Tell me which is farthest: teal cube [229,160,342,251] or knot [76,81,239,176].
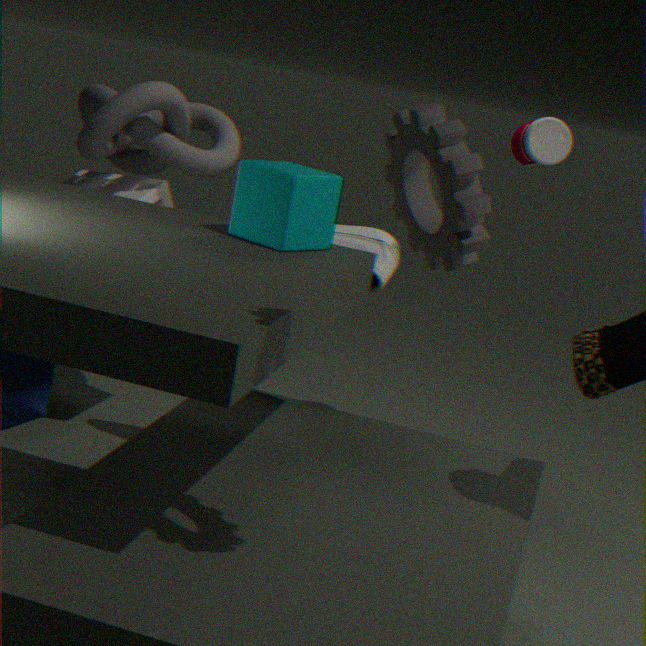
knot [76,81,239,176]
